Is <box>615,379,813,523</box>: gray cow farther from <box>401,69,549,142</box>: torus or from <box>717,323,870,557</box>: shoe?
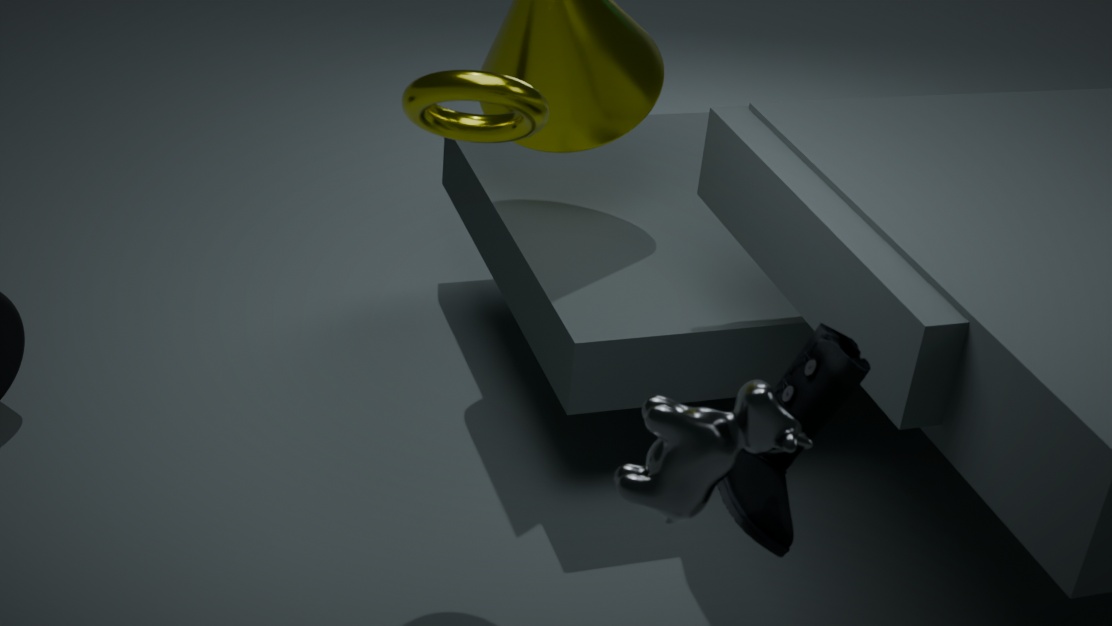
<box>401,69,549,142</box>: torus
